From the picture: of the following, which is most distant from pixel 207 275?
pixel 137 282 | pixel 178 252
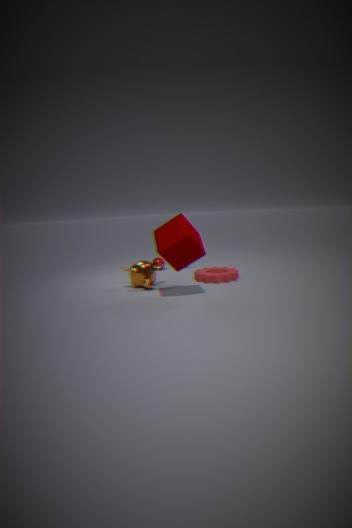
pixel 178 252
